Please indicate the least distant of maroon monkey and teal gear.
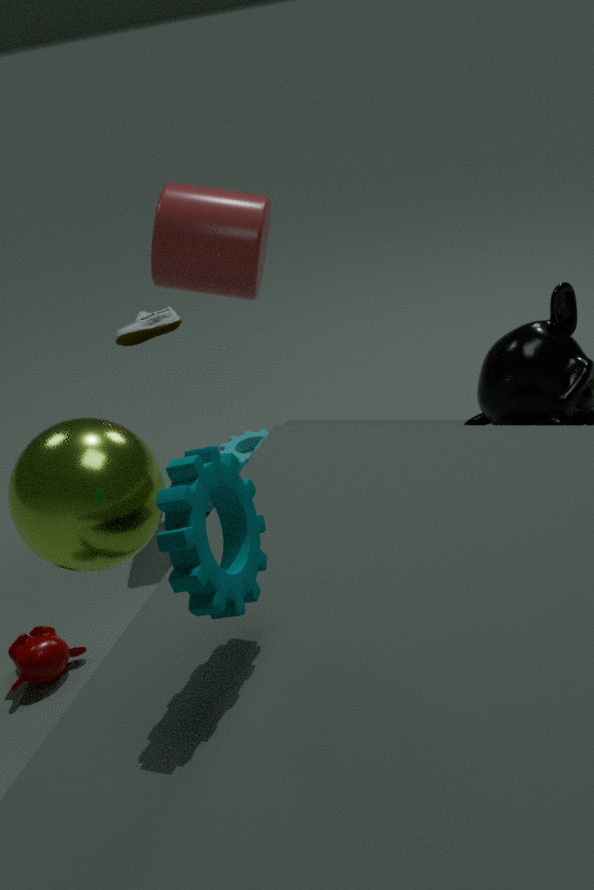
teal gear
